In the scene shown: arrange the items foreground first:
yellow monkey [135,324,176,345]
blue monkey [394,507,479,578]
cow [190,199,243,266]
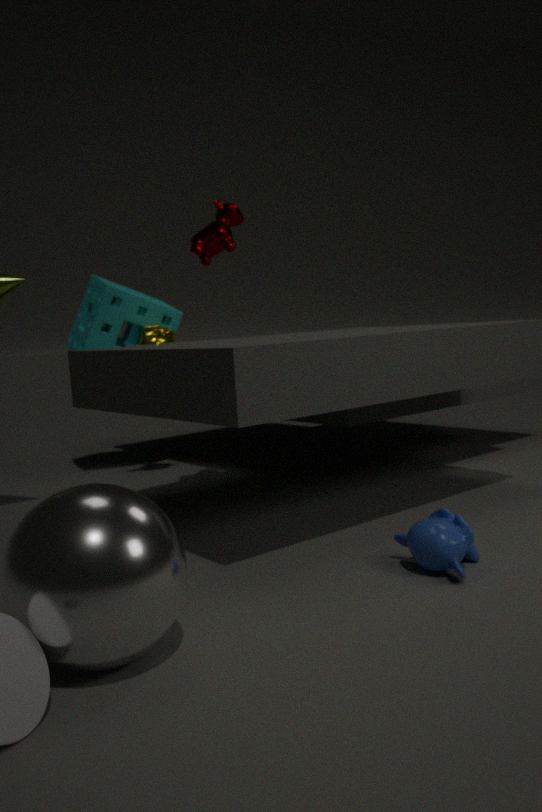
1. blue monkey [394,507,479,578]
2. cow [190,199,243,266]
3. yellow monkey [135,324,176,345]
